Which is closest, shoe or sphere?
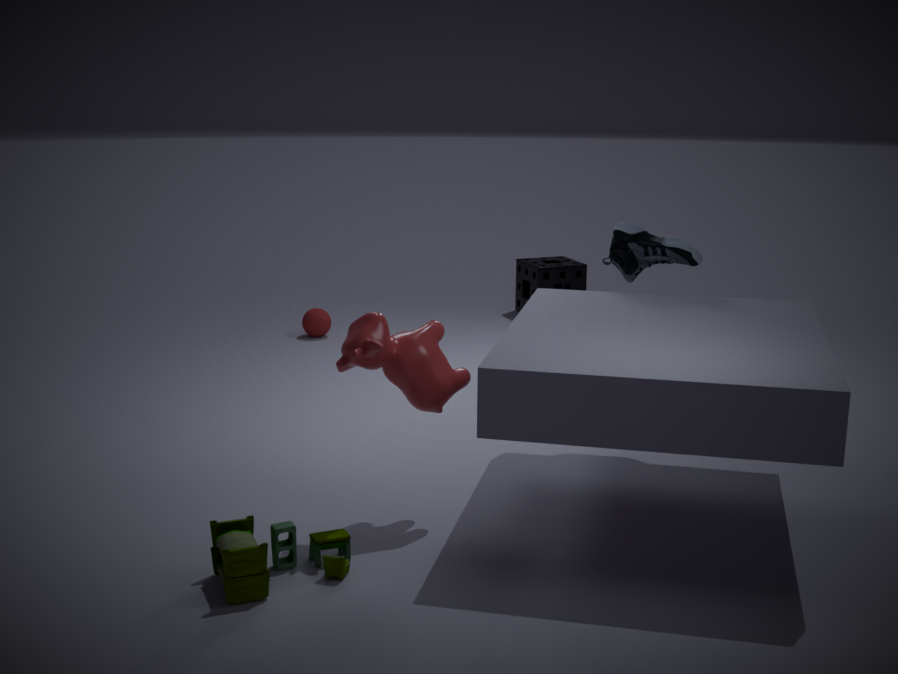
shoe
